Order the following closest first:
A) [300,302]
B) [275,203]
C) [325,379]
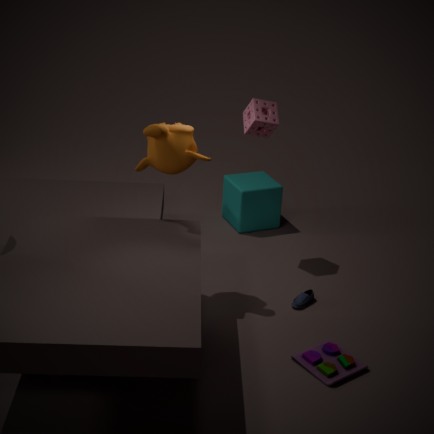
1. [325,379]
2. [300,302]
3. [275,203]
